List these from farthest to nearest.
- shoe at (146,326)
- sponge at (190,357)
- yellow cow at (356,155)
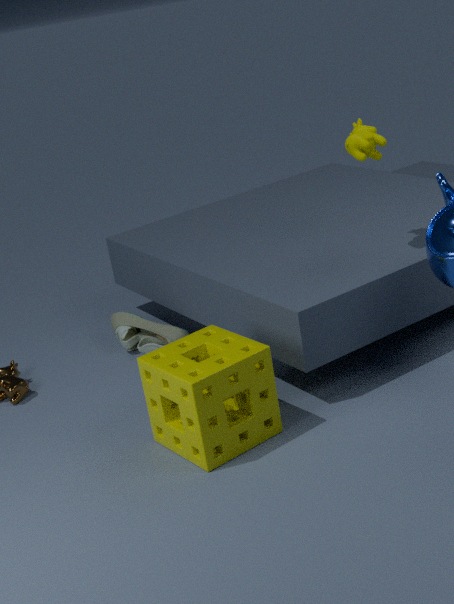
shoe at (146,326)
yellow cow at (356,155)
sponge at (190,357)
